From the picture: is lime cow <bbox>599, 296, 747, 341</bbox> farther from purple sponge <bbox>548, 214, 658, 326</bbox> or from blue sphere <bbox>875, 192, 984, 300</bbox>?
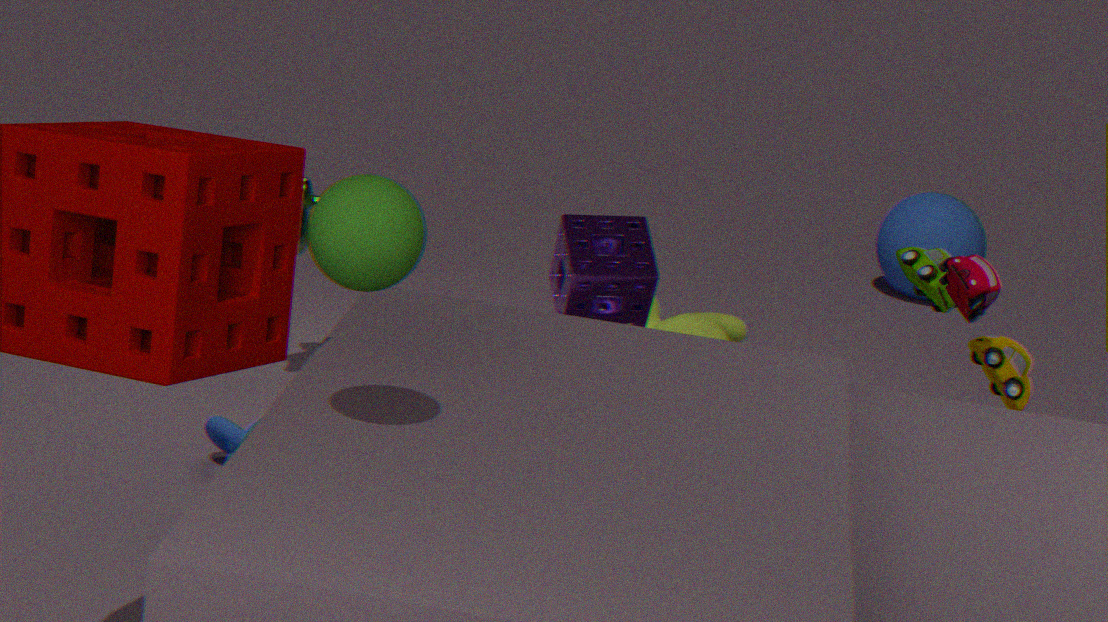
blue sphere <bbox>875, 192, 984, 300</bbox>
